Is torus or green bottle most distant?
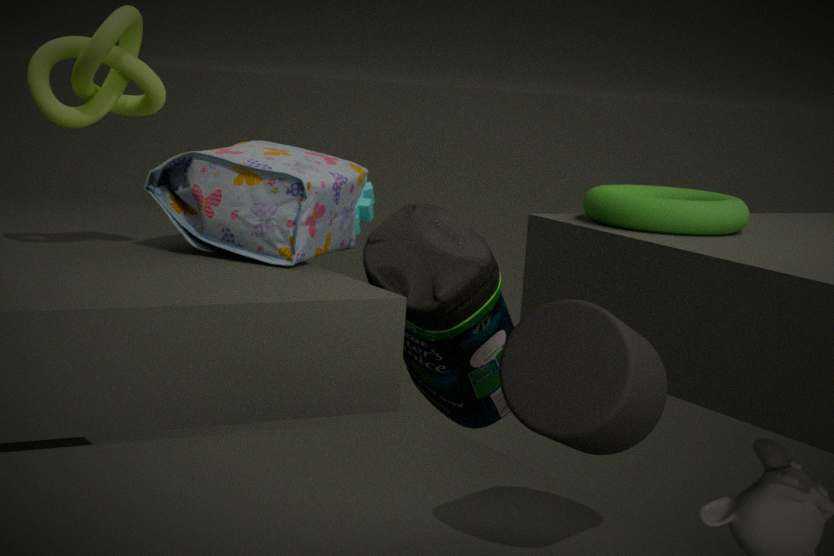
green bottle
